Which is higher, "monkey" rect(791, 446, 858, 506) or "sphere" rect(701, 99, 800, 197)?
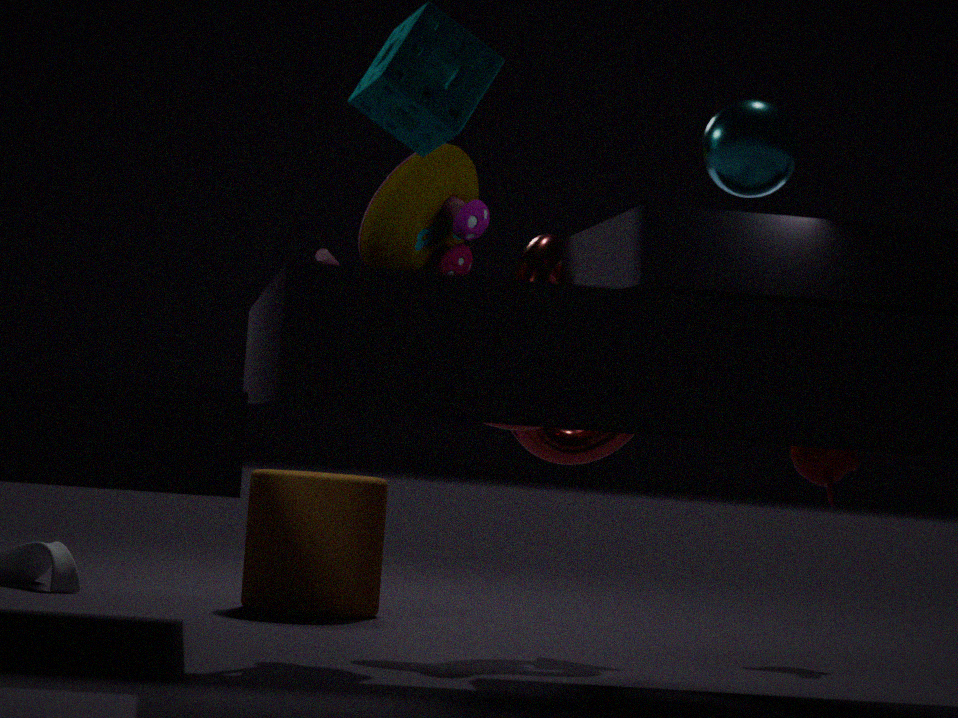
"sphere" rect(701, 99, 800, 197)
